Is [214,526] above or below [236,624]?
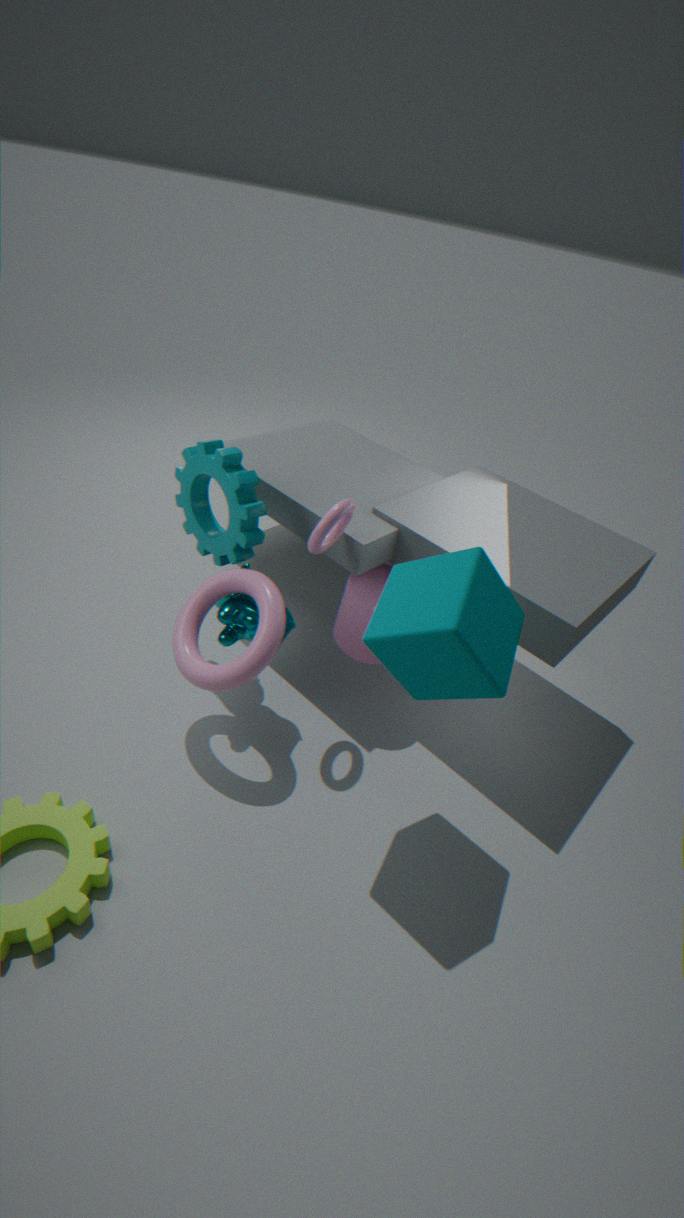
above
